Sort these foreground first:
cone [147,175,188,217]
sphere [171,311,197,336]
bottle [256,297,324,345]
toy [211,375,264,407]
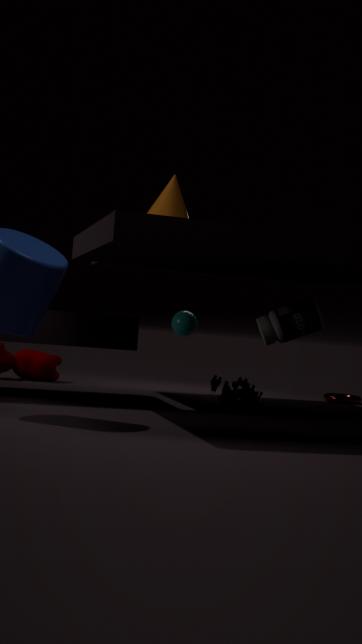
toy [211,375,264,407] < bottle [256,297,324,345] < cone [147,175,188,217] < sphere [171,311,197,336]
